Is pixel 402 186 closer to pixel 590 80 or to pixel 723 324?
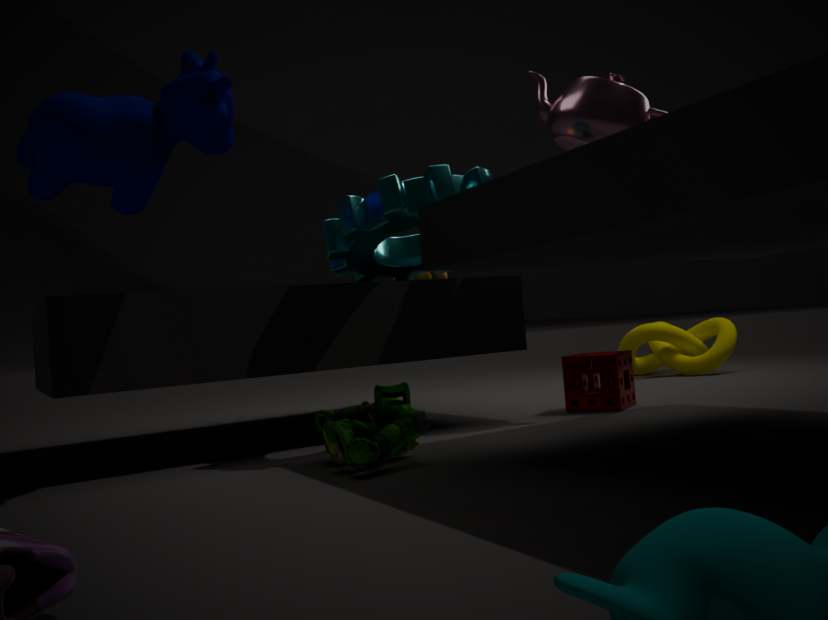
pixel 590 80
